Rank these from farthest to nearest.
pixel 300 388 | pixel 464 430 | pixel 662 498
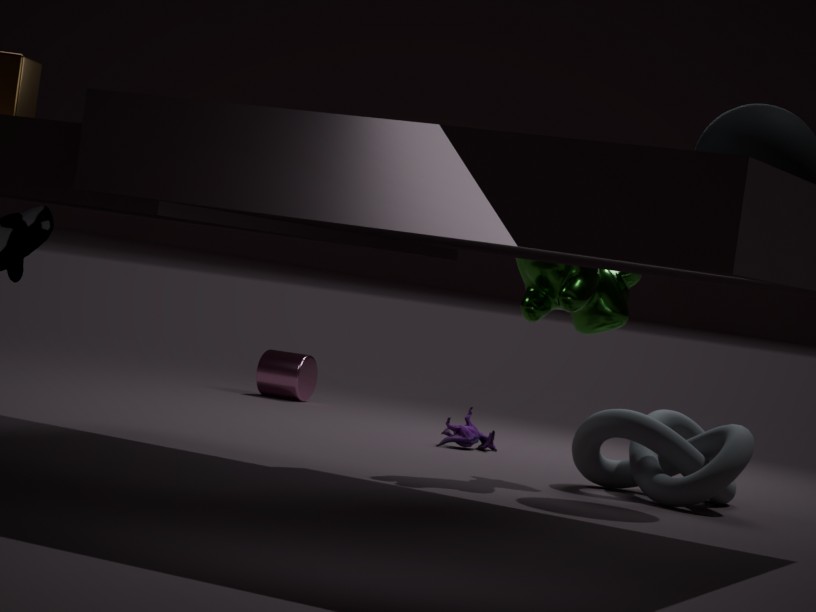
pixel 300 388, pixel 464 430, pixel 662 498
